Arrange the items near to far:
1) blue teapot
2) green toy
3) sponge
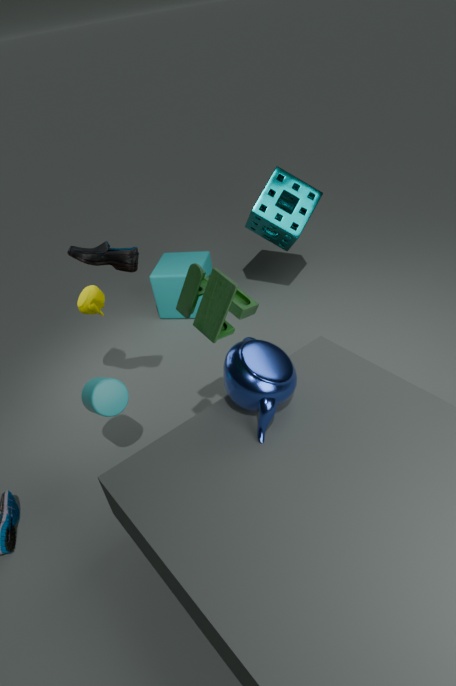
2. green toy, 1. blue teapot, 3. sponge
